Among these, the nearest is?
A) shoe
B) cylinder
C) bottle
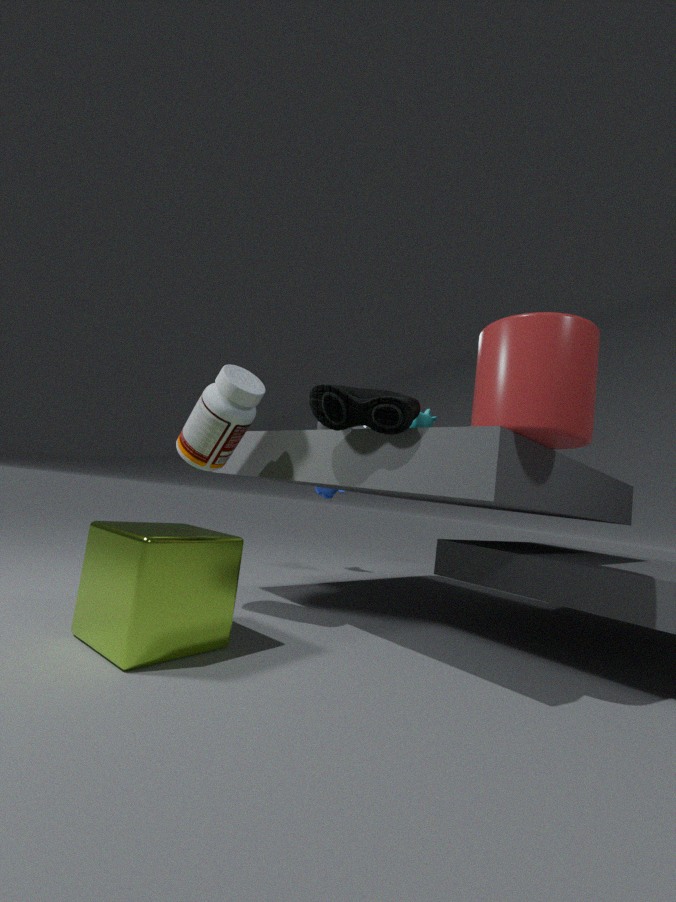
cylinder
